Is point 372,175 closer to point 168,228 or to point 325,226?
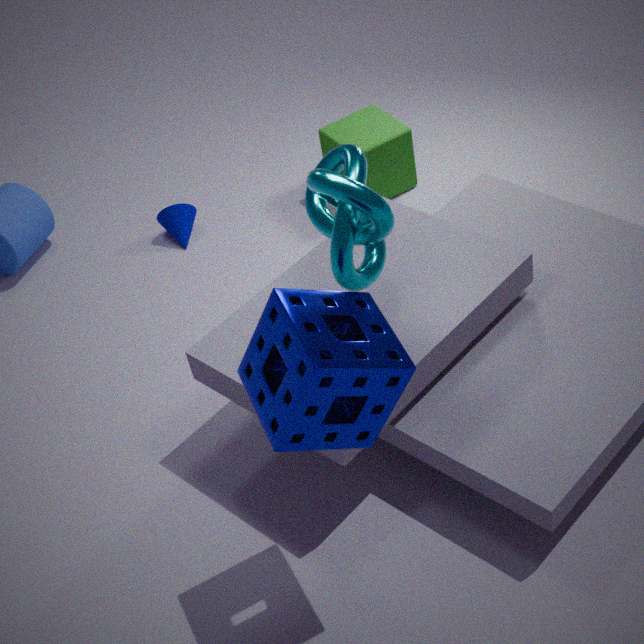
point 168,228
